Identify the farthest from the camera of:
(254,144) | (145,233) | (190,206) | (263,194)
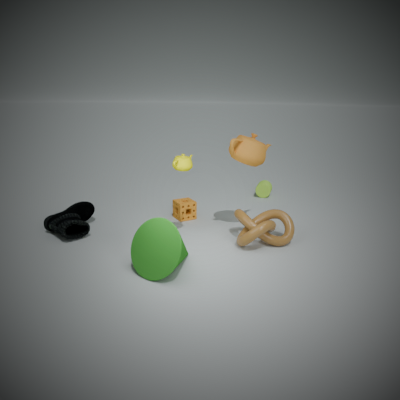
(263,194)
